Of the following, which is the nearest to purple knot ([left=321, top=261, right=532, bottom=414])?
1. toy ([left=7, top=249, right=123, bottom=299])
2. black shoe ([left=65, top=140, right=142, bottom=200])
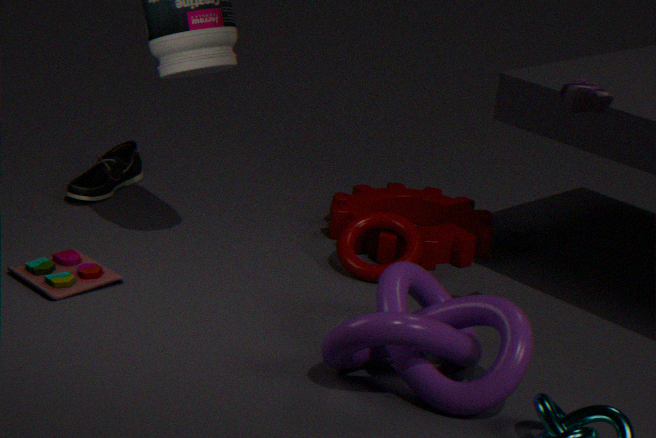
toy ([left=7, top=249, right=123, bottom=299])
